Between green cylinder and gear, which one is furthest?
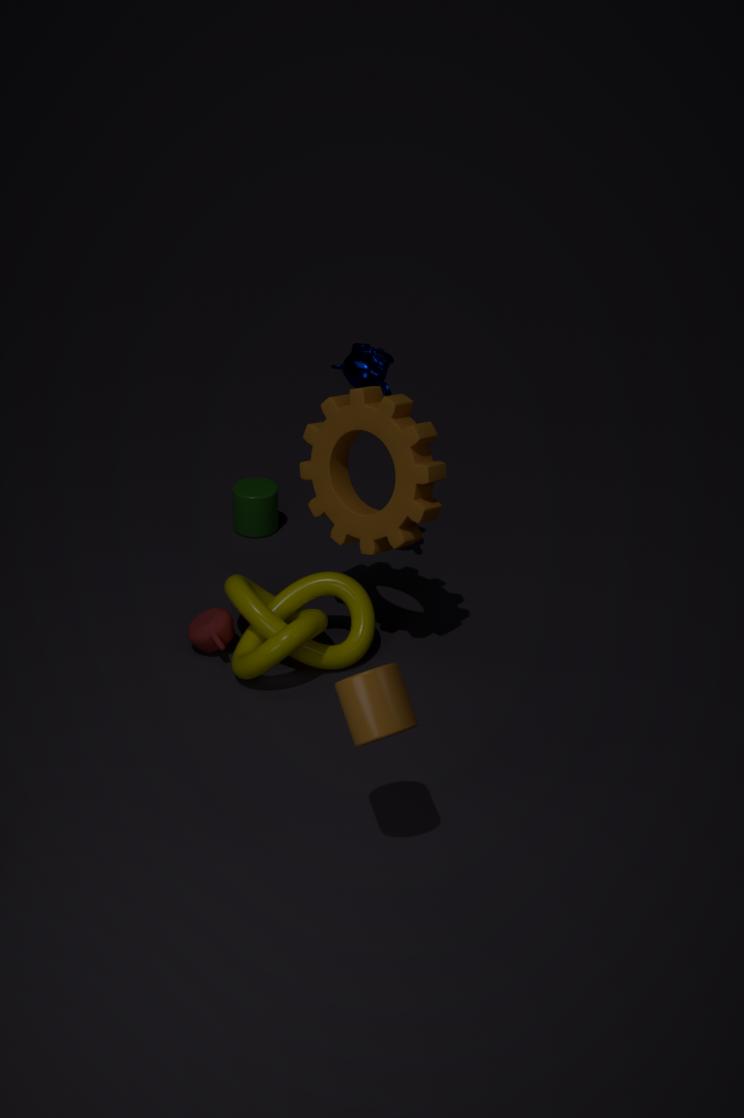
green cylinder
